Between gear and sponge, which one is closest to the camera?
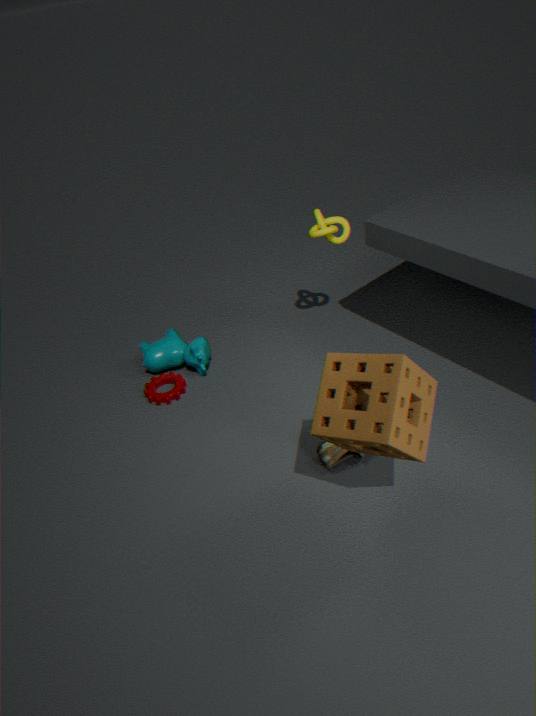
sponge
